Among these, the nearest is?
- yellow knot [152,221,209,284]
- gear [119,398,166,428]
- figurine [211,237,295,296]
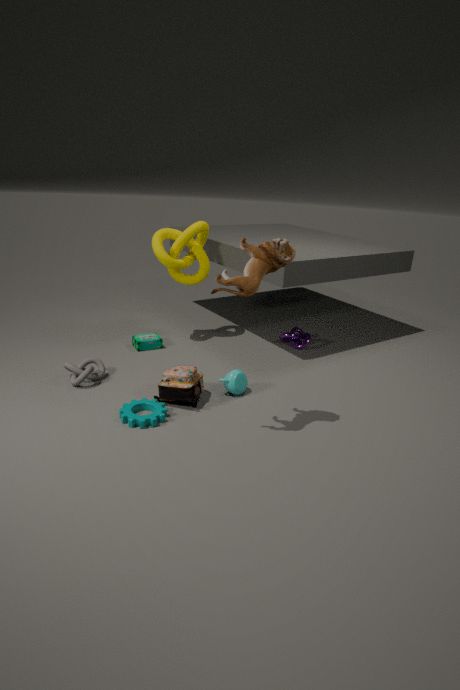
figurine [211,237,295,296]
